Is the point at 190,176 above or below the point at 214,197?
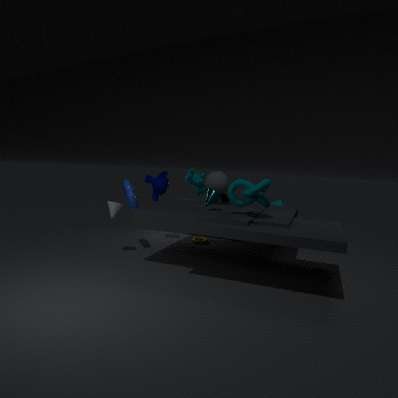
above
